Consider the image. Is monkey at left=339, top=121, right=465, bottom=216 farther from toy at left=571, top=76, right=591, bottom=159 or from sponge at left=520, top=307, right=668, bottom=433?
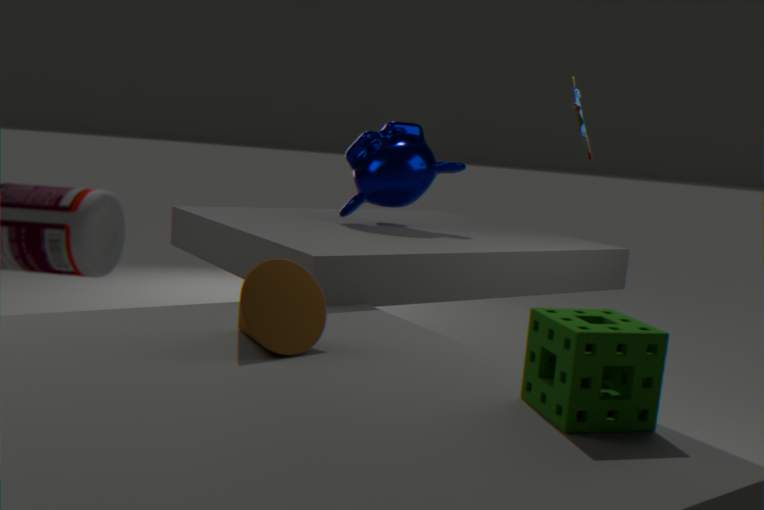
sponge at left=520, top=307, right=668, bottom=433
